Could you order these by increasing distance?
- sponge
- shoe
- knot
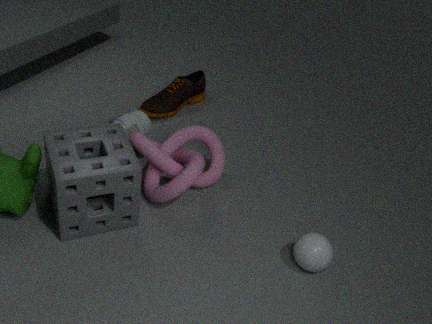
sponge < knot < shoe
